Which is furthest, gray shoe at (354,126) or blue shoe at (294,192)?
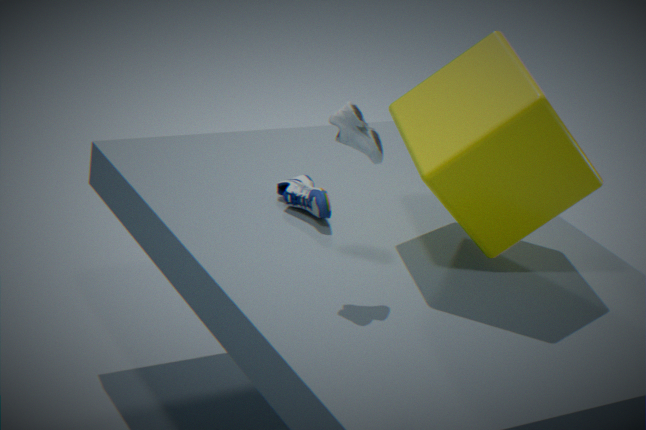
blue shoe at (294,192)
